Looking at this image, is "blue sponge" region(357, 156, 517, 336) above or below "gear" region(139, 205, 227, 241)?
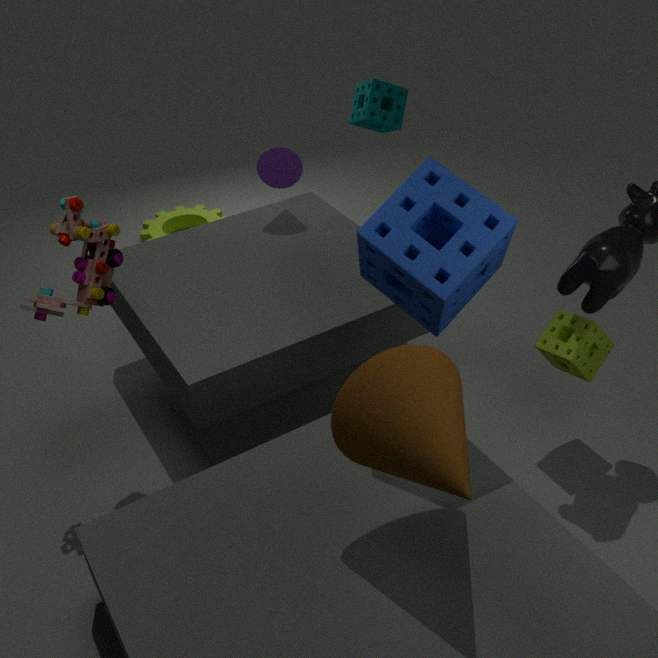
above
